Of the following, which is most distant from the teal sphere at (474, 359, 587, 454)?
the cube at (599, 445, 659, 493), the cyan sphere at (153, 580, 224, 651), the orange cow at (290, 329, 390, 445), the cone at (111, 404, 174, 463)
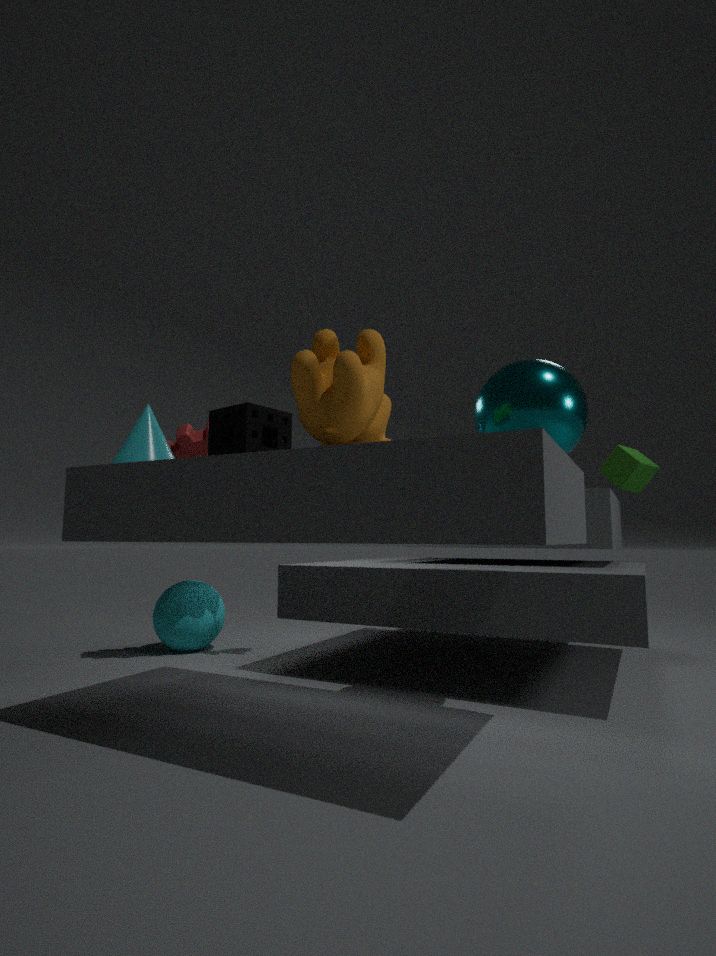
the cyan sphere at (153, 580, 224, 651)
